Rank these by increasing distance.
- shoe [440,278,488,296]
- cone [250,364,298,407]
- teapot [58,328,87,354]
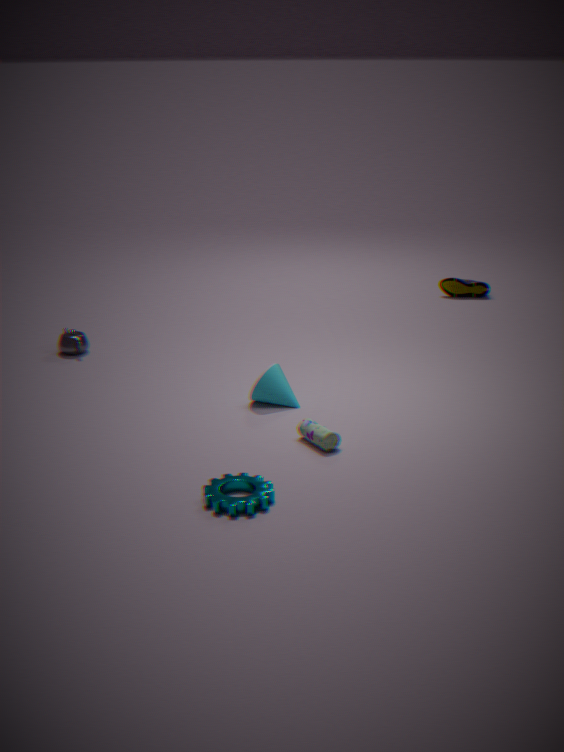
cone [250,364,298,407] < teapot [58,328,87,354] < shoe [440,278,488,296]
